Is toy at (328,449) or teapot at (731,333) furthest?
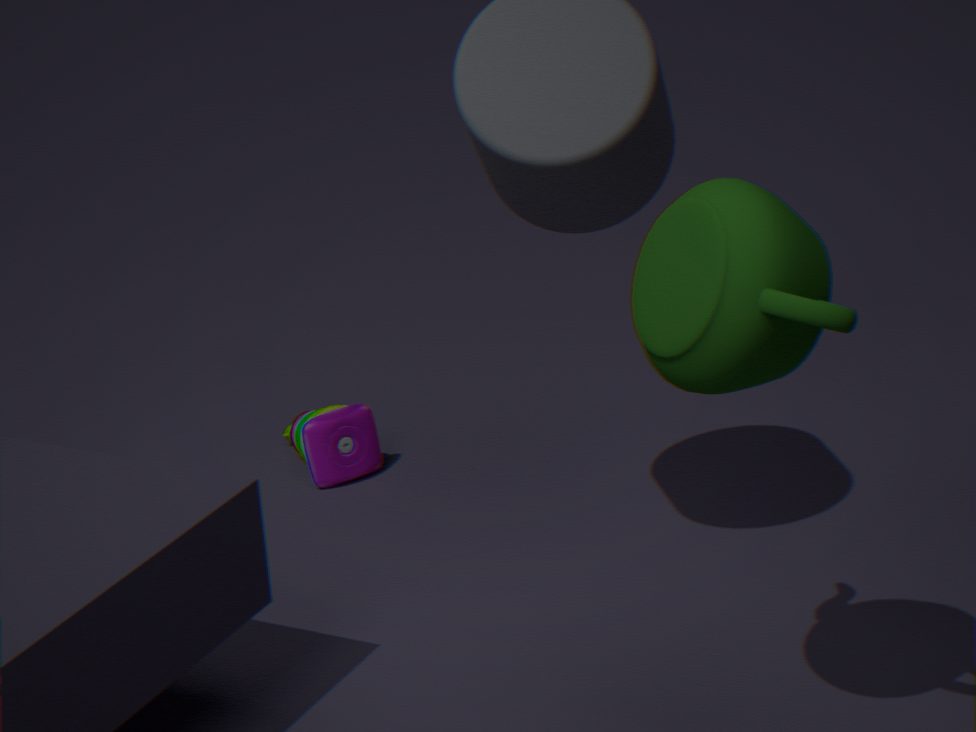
toy at (328,449)
